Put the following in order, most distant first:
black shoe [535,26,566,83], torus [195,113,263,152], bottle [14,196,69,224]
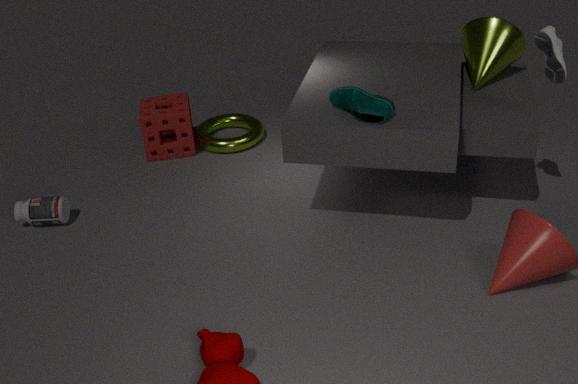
torus [195,113,263,152], bottle [14,196,69,224], black shoe [535,26,566,83]
